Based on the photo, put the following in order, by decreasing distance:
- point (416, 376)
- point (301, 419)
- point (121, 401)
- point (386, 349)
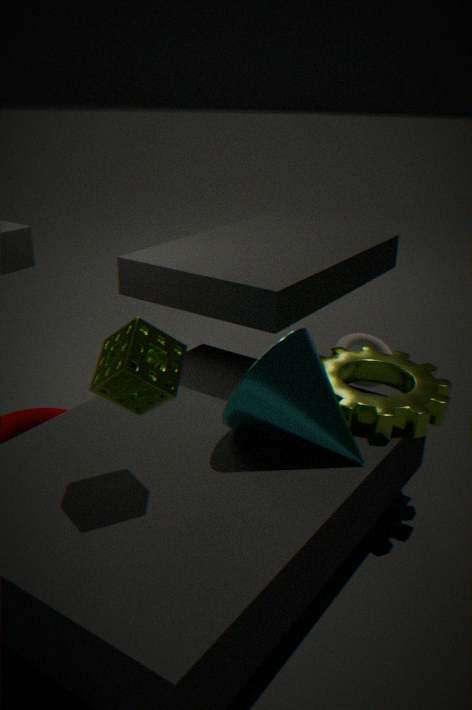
point (386, 349), point (416, 376), point (301, 419), point (121, 401)
